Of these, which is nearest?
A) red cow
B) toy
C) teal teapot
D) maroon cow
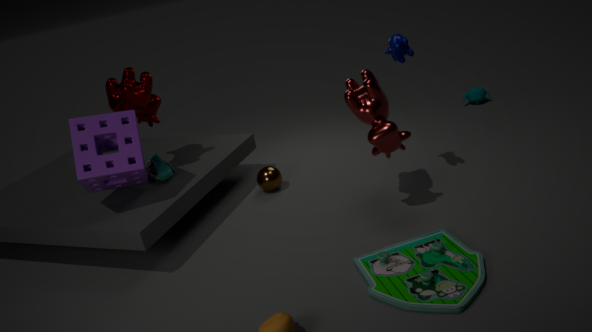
toy
